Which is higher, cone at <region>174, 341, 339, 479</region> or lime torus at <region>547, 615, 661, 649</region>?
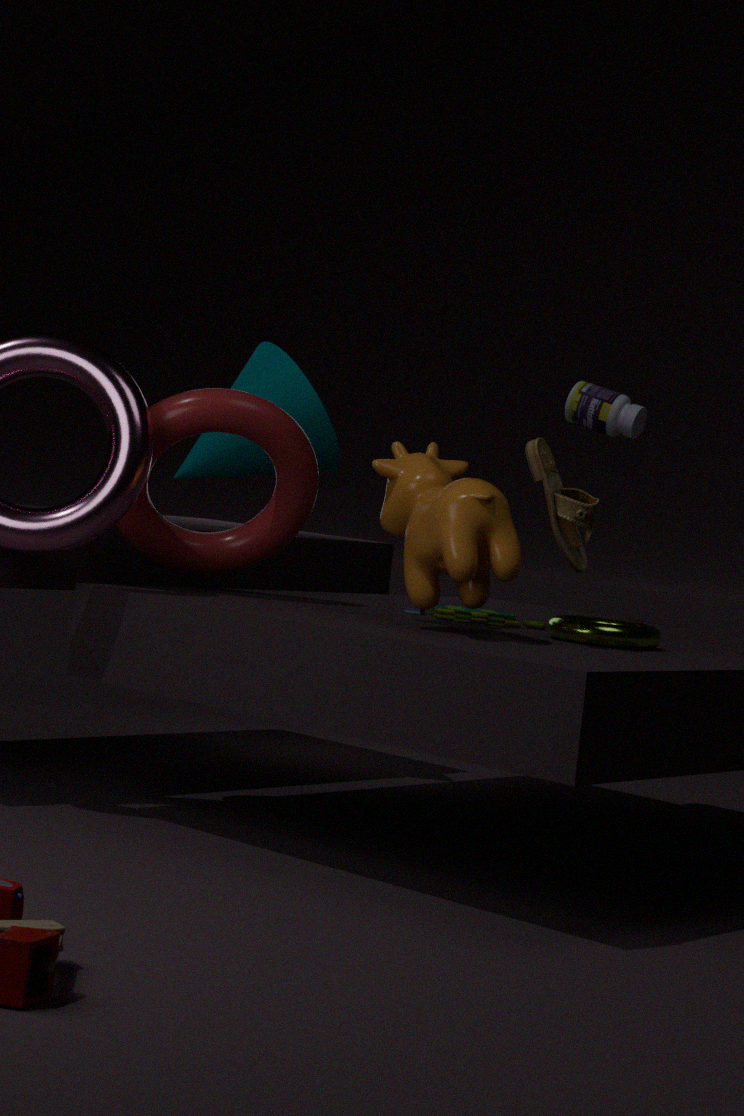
cone at <region>174, 341, 339, 479</region>
